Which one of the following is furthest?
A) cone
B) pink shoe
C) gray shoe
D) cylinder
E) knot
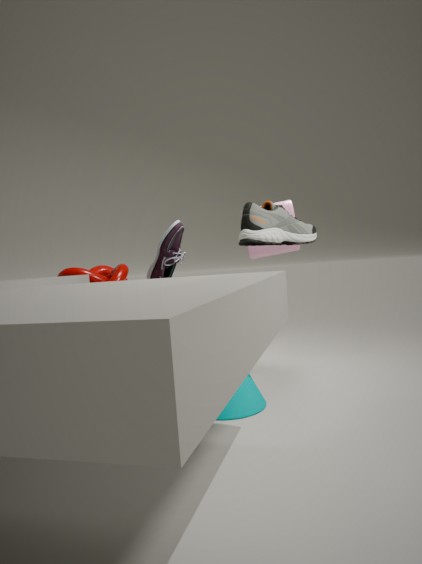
cylinder
